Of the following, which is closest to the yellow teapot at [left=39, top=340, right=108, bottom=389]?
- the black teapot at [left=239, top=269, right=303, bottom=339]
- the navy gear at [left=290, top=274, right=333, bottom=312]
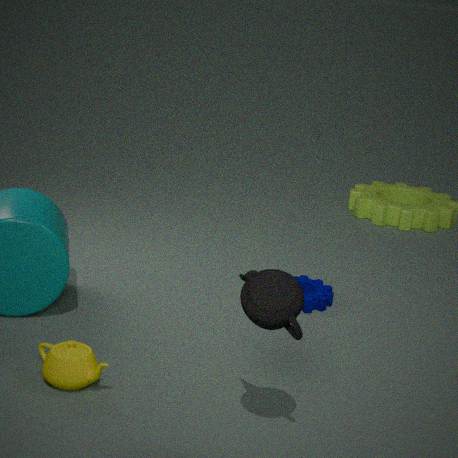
the black teapot at [left=239, top=269, right=303, bottom=339]
